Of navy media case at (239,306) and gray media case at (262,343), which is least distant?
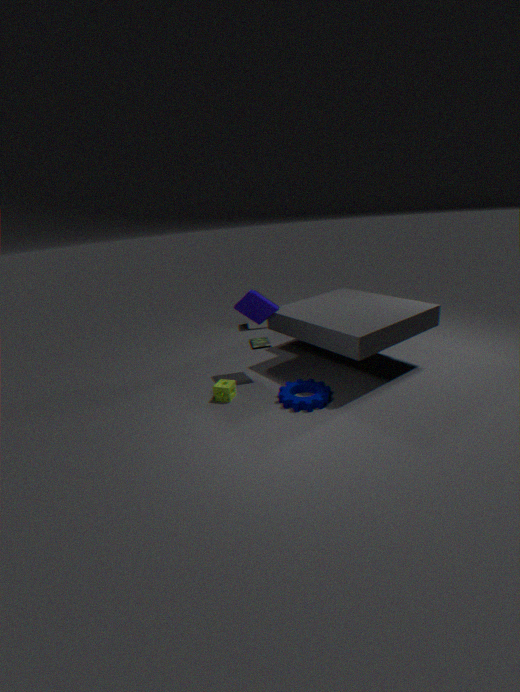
navy media case at (239,306)
